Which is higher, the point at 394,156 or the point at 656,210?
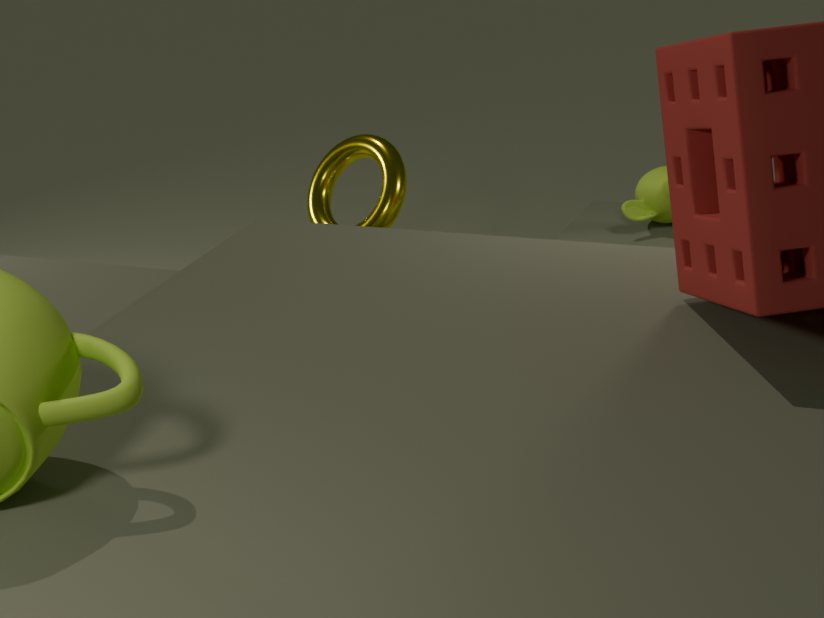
the point at 394,156
